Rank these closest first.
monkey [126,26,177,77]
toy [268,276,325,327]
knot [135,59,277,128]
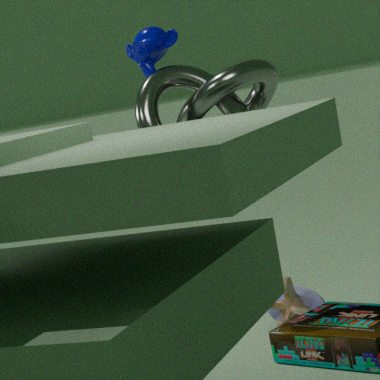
1. knot [135,59,277,128]
2. monkey [126,26,177,77]
3. toy [268,276,325,327]
